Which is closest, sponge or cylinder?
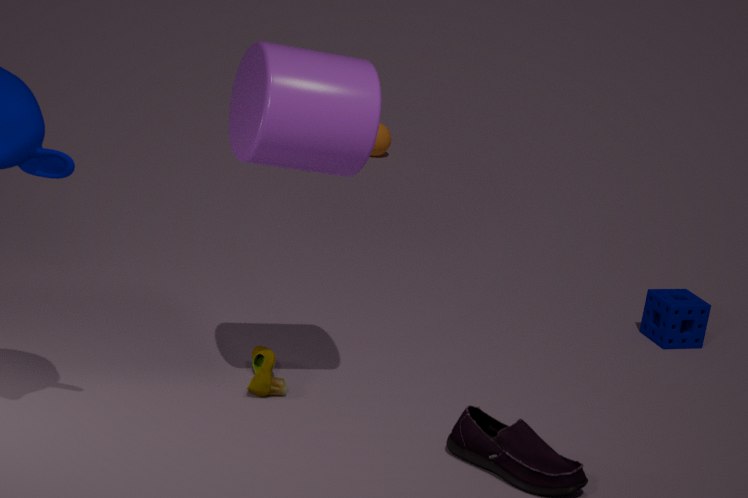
cylinder
